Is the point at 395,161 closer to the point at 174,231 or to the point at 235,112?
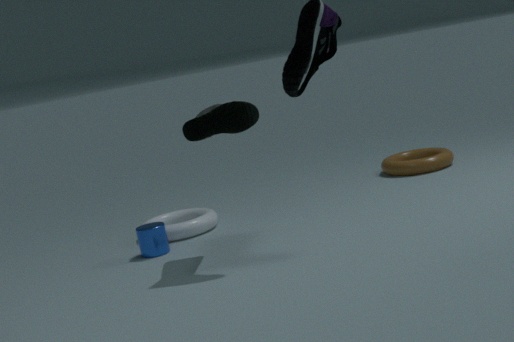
the point at 174,231
